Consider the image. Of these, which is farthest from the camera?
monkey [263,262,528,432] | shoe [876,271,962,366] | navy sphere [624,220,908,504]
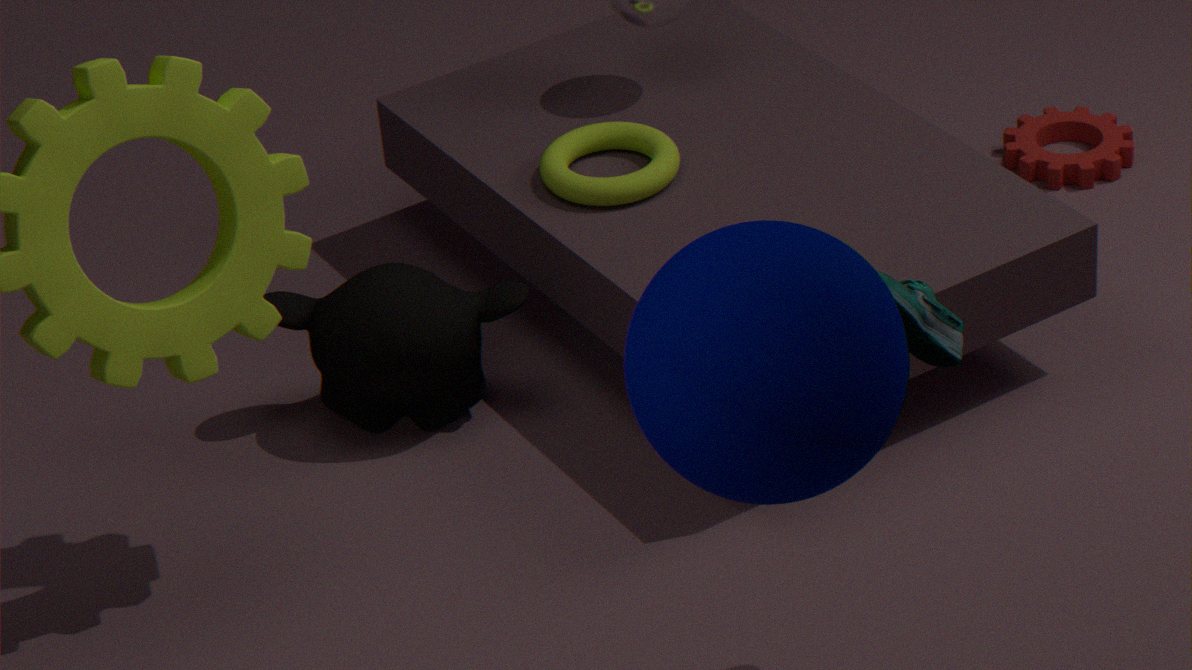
monkey [263,262,528,432]
